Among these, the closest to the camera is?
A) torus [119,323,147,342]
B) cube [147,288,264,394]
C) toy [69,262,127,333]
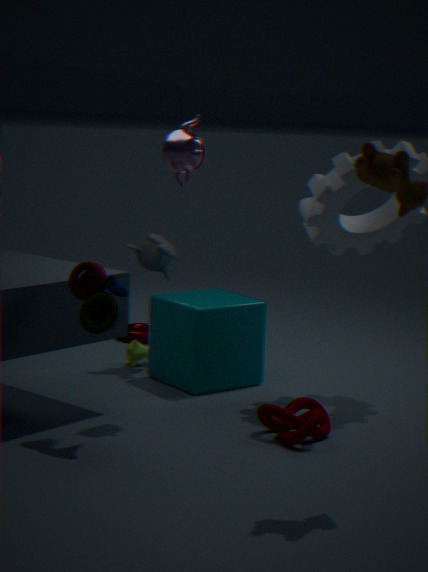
toy [69,262,127,333]
